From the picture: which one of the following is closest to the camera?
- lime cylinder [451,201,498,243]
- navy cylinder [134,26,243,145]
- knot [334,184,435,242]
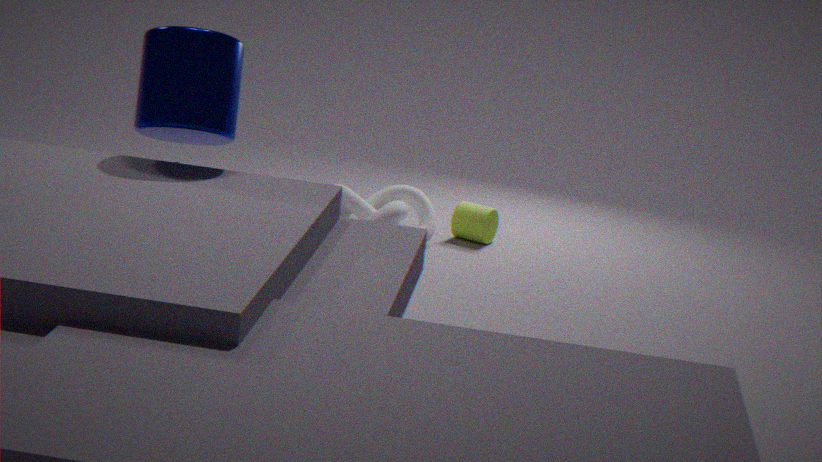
navy cylinder [134,26,243,145]
